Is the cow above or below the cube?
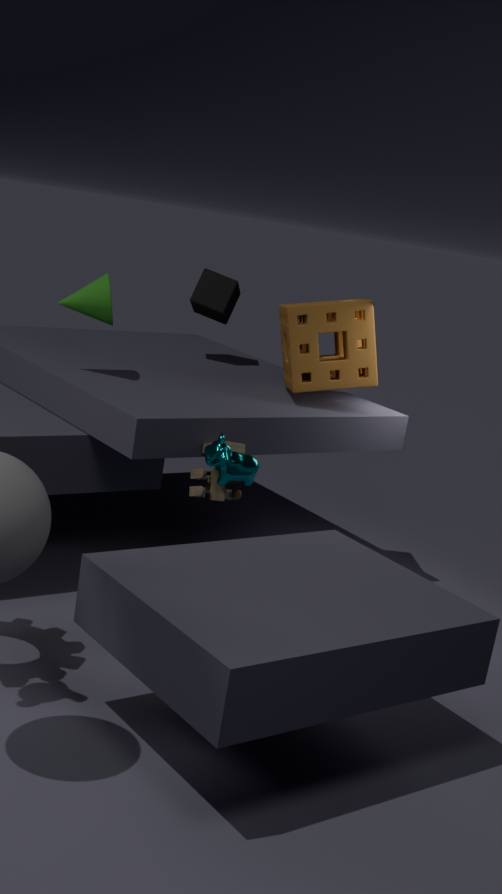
below
